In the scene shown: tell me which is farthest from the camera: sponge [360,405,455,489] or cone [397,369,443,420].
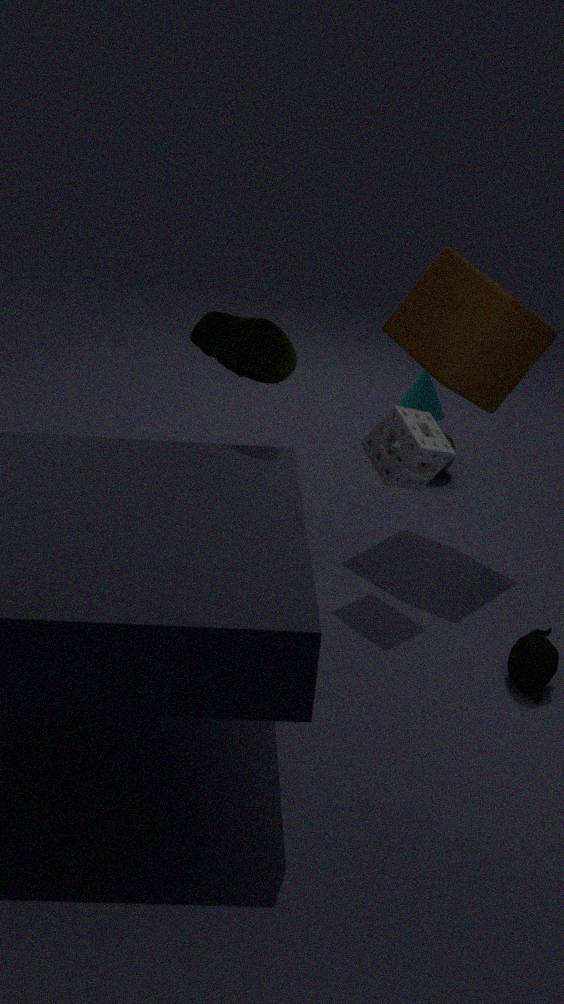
cone [397,369,443,420]
